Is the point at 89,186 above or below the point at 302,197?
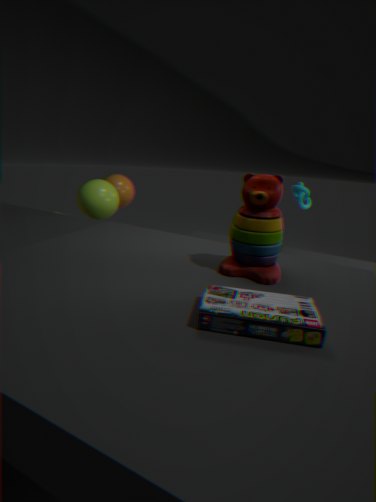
below
